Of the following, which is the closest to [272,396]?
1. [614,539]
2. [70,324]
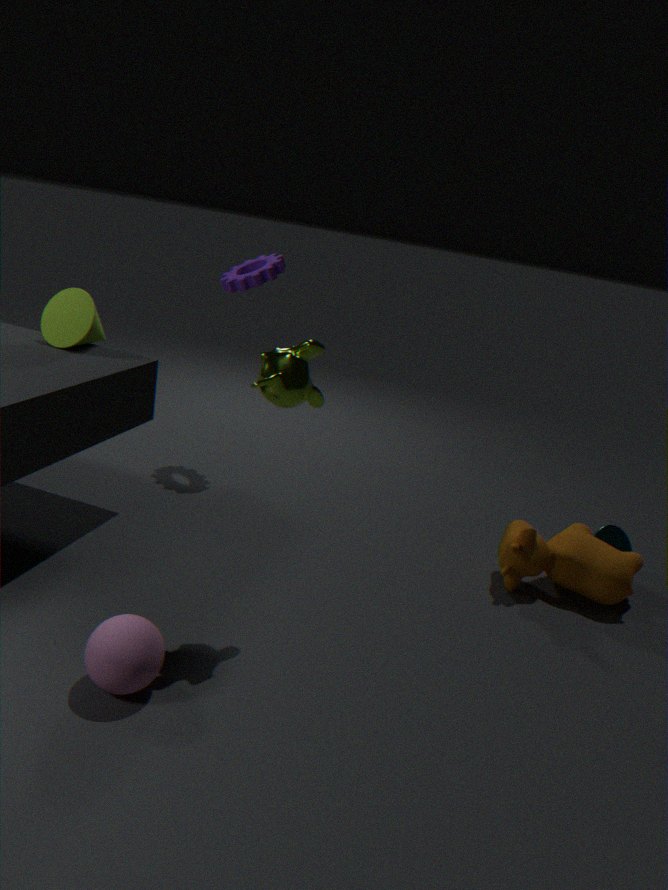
[70,324]
